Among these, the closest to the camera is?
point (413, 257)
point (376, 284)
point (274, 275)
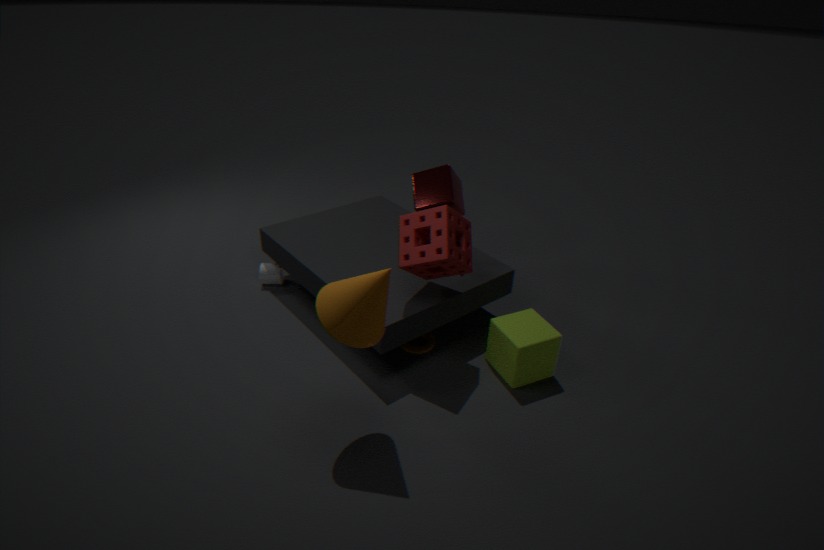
point (376, 284)
